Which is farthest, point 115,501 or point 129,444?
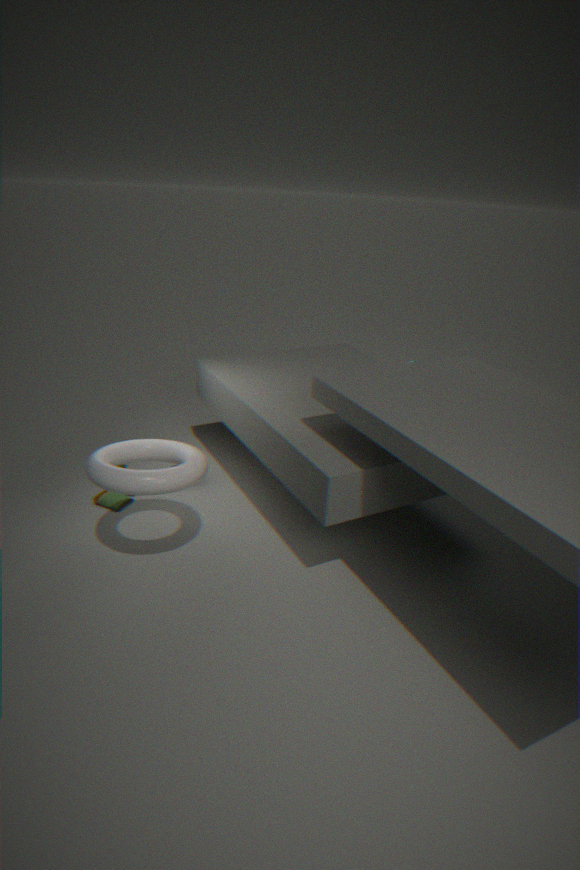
point 115,501
